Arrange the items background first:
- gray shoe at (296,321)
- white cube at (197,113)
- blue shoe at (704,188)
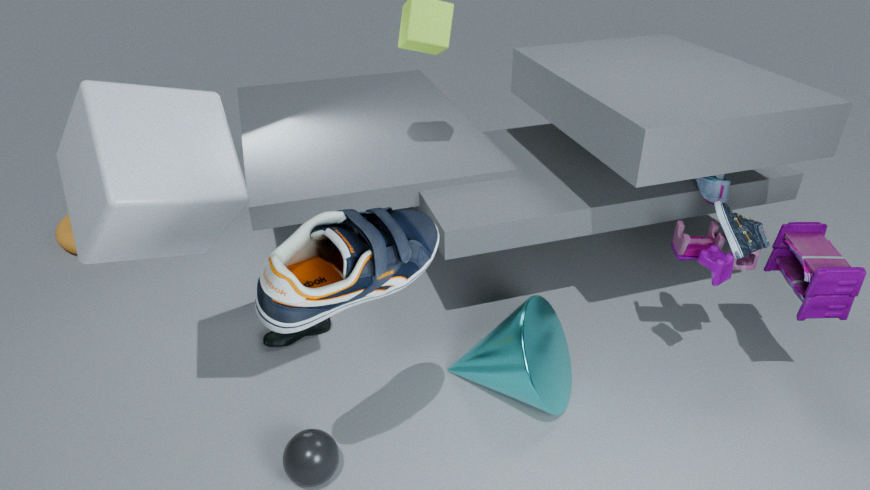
blue shoe at (704,188) → white cube at (197,113) → gray shoe at (296,321)
